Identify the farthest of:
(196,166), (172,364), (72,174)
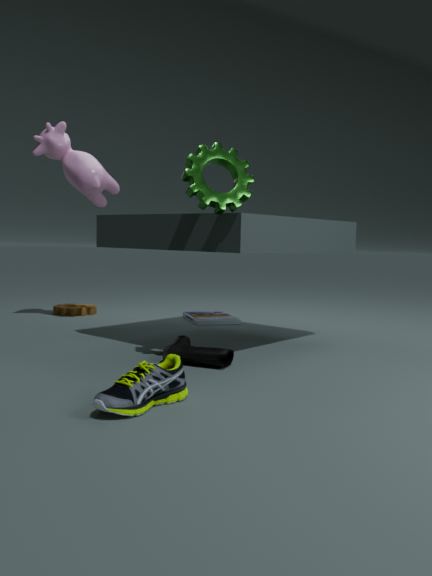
(72,174)
